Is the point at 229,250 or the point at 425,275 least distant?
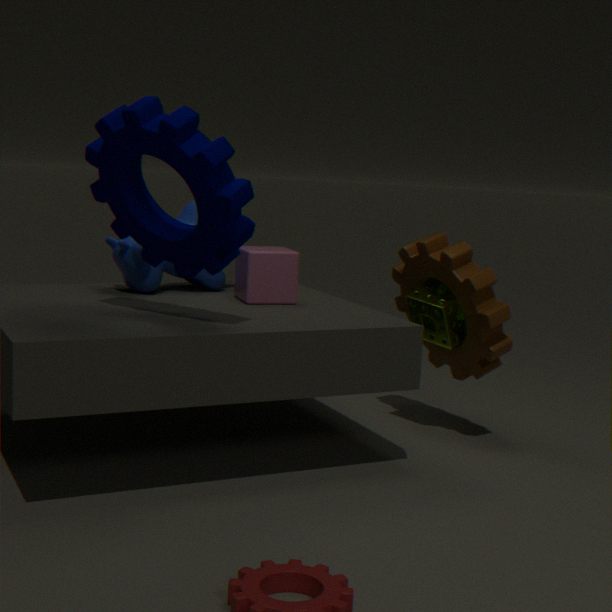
the point at 229,250
